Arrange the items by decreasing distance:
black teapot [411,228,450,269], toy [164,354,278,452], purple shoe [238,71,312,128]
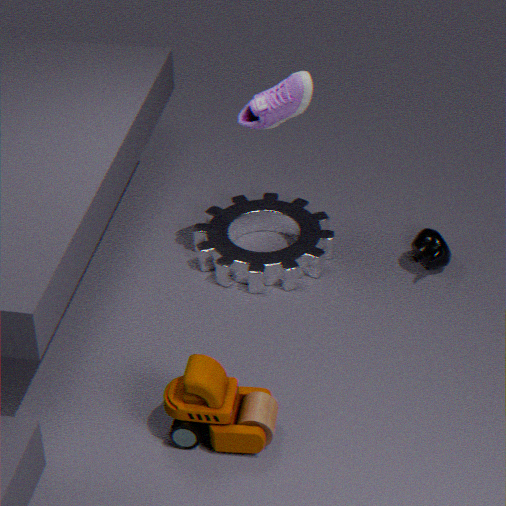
black teapot [411,228,450,269] < purple shoe [238,71,312,128] < toy [164,354,278,452]
